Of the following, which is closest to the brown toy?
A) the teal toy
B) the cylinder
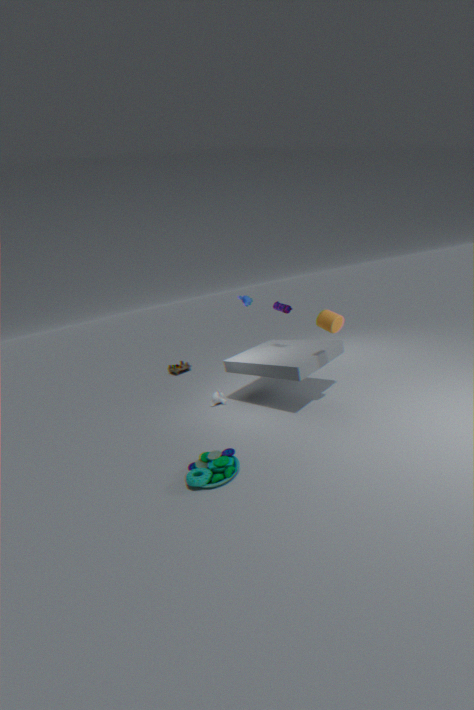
the teal toy
